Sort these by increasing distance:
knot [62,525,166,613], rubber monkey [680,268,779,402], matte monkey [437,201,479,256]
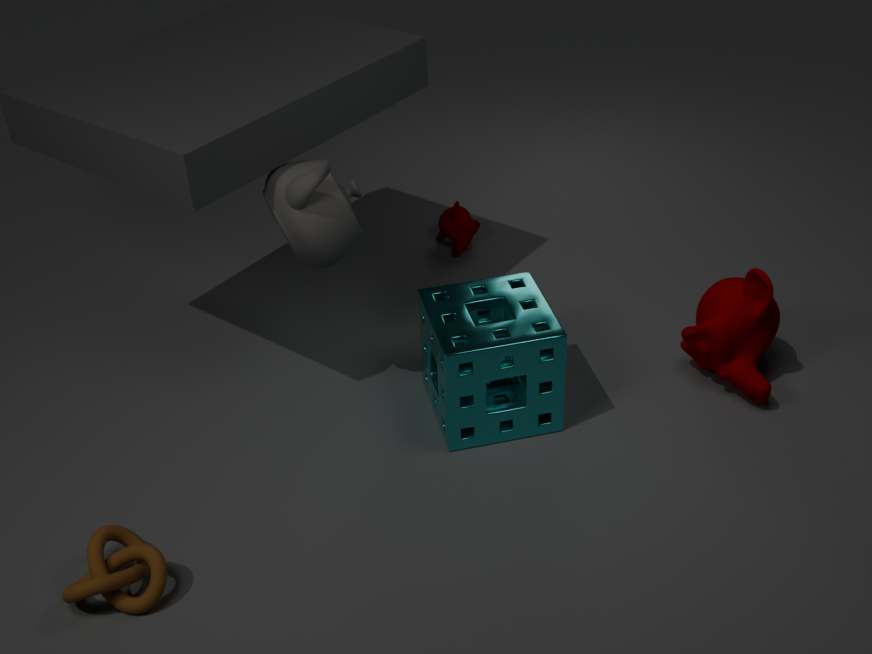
knot [62,525,166,613] < rubber monkey [680,268,779,402] < matte monkey [437,201,479,256]
